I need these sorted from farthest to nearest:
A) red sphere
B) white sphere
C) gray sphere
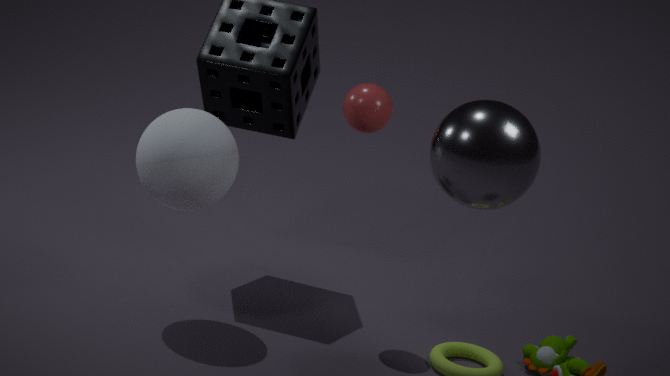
red sphere → white sphere → gray sphere
